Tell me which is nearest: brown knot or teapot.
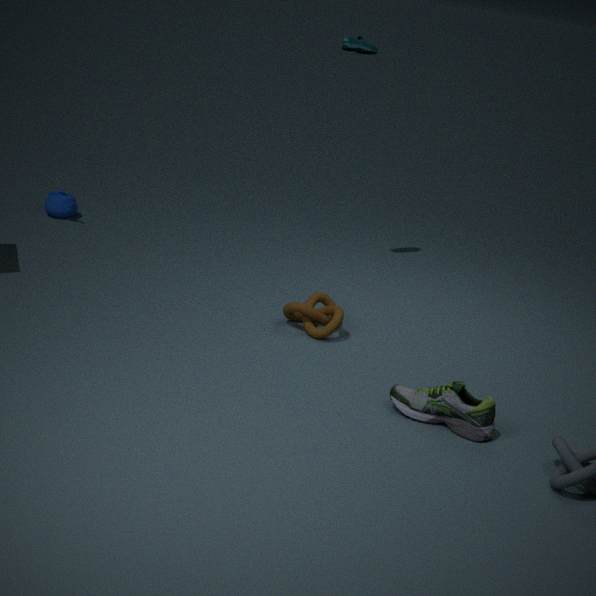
brown knot
